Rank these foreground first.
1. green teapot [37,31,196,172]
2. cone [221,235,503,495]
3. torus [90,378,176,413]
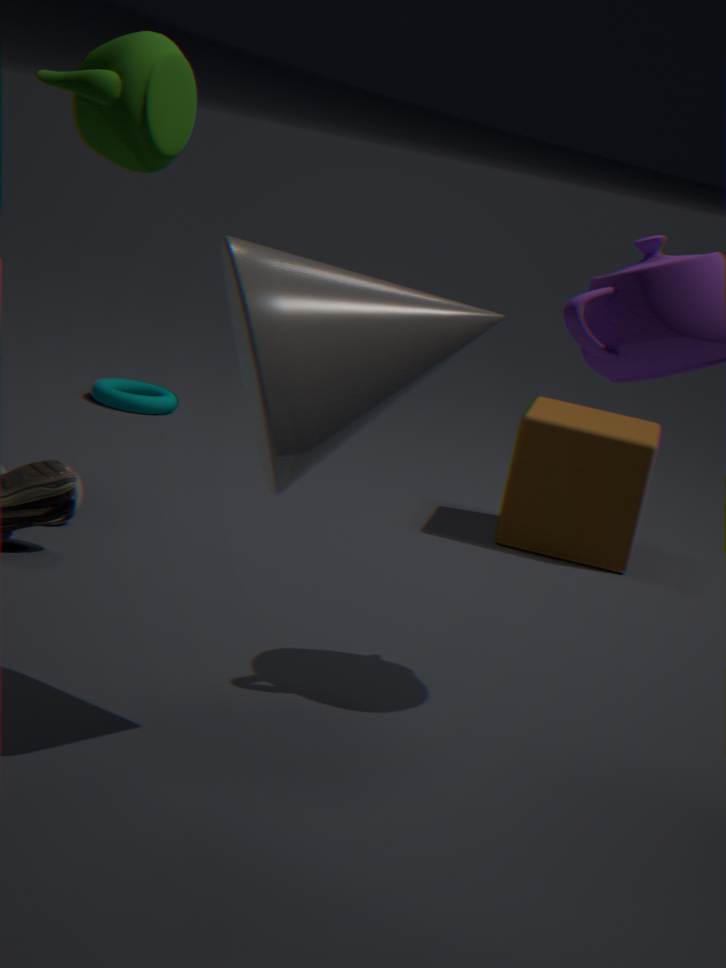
cone [221,235,503,495] < green teapot [37,31,196,172] < torus [90,378,176,413]
